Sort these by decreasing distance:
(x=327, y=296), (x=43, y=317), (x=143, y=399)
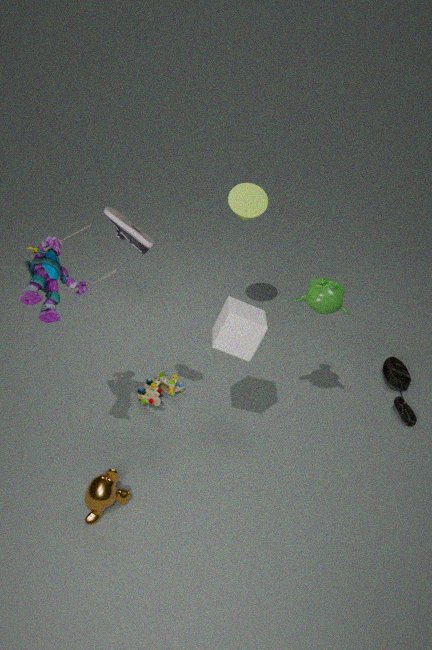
(x=143, y=399) → (x=327, y=296) → (x=43, y=317)
